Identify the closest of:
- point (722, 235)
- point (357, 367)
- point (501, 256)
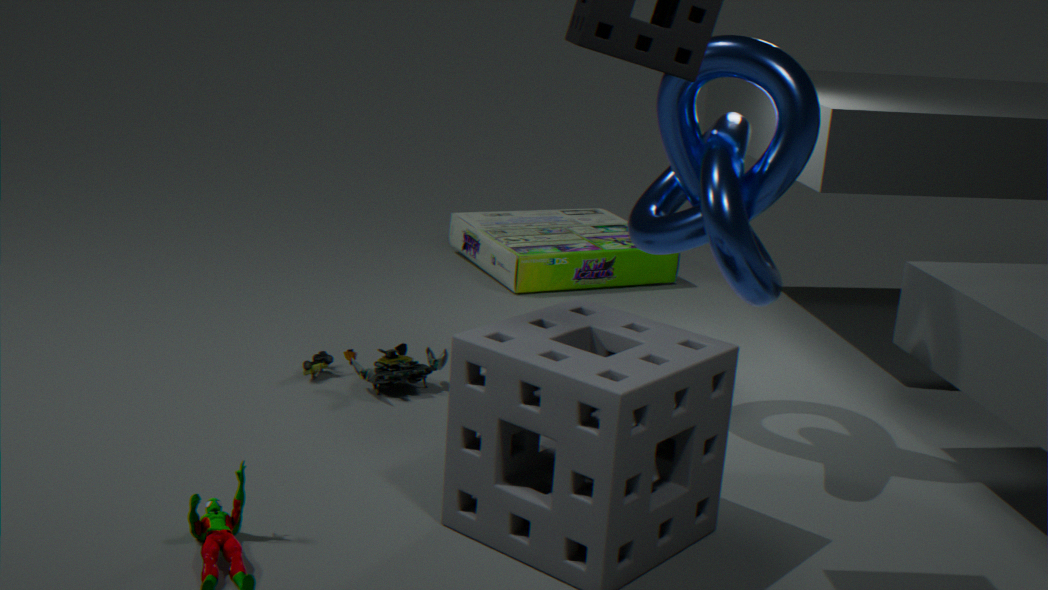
point (722, 235)
